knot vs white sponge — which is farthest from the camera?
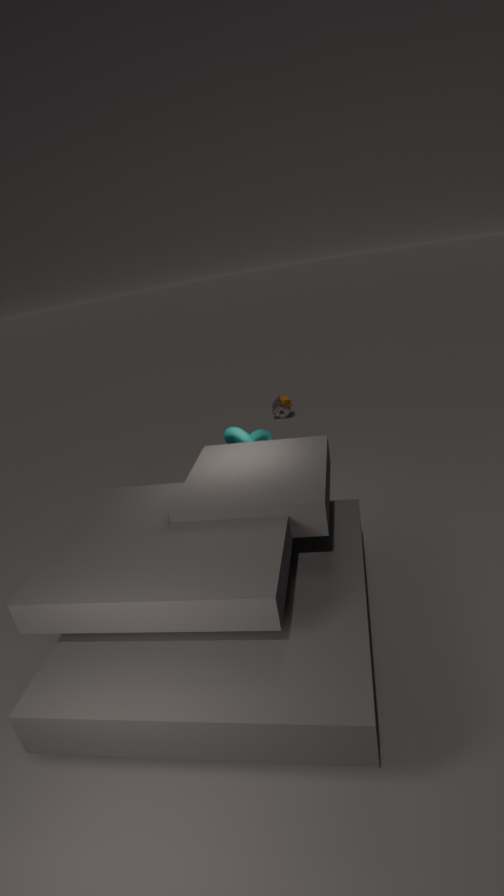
white sponge
